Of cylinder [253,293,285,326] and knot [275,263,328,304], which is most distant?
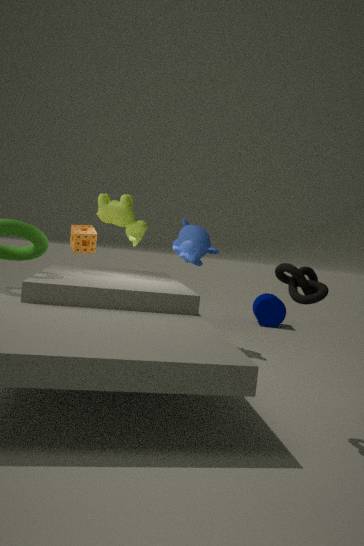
cylinder [253,293,285,326]
